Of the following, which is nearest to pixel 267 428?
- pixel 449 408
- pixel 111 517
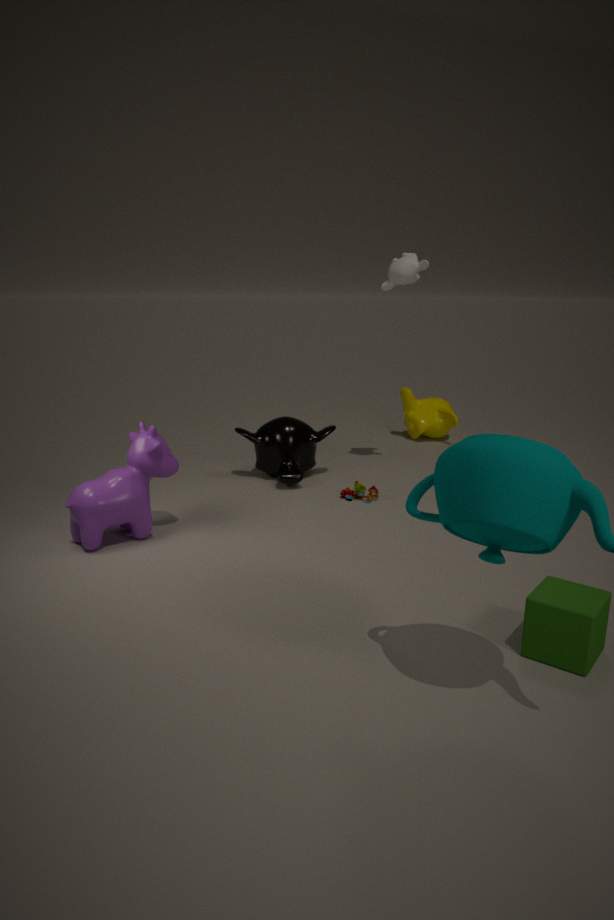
pixel 111 517
